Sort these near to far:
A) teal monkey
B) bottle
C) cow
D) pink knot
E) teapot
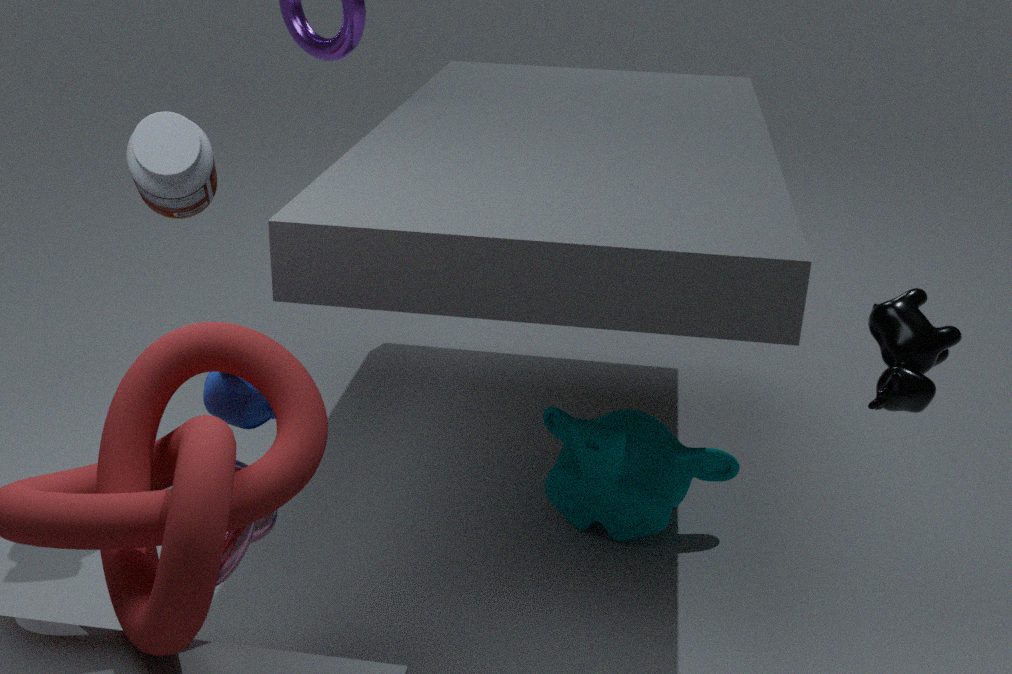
1. pink knot
2. teapot
3. cow
4. bottle
5. teal monkey
